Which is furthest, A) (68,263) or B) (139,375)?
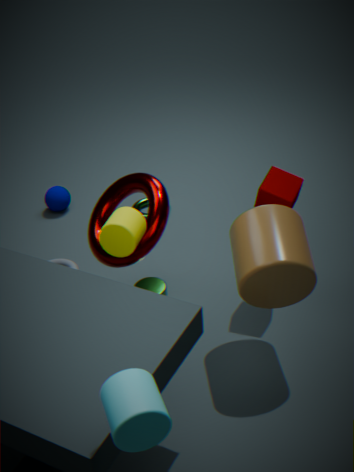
A. (68,263)
